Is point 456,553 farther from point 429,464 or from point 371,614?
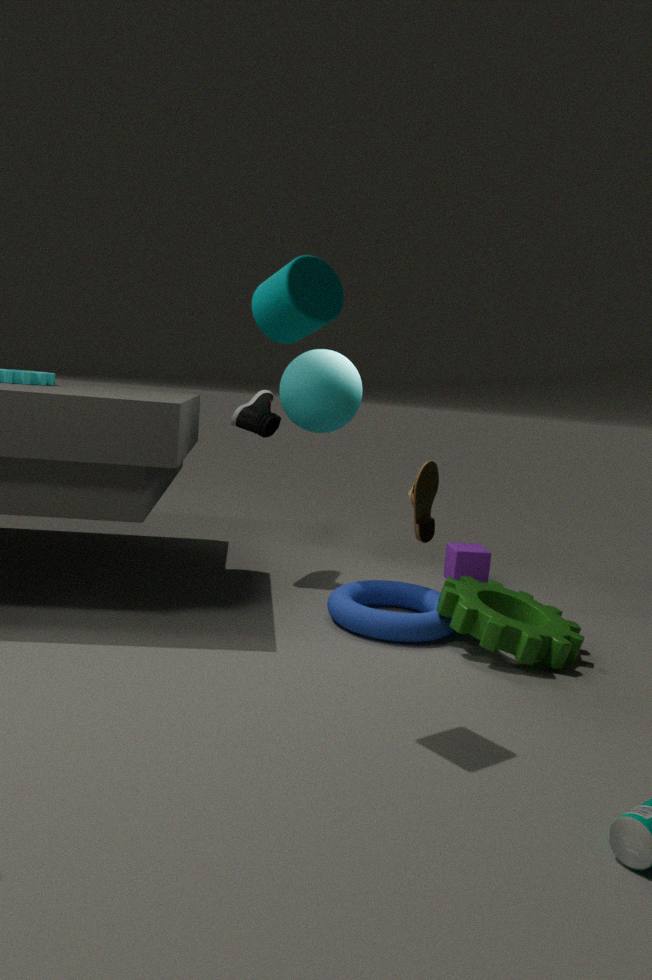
point 371,614
